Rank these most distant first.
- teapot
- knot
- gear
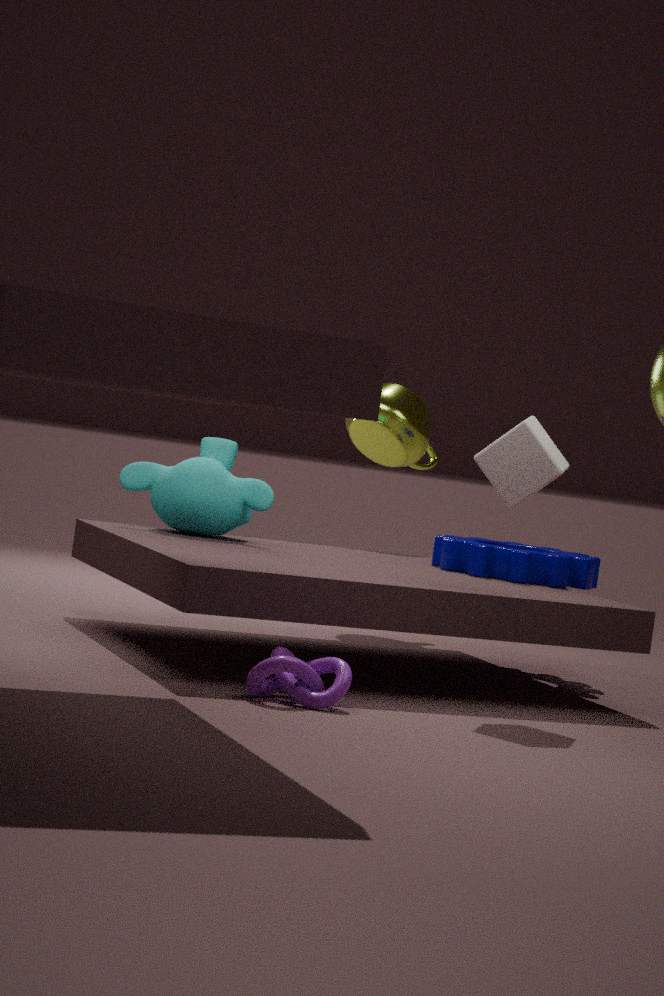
teapot
gear
knot
